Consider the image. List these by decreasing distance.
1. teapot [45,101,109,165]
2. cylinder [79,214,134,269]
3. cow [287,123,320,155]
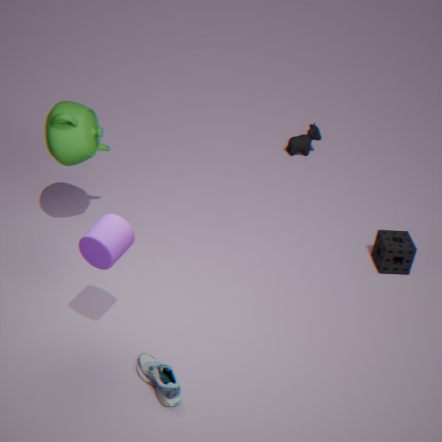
cow [287,123,320,155]
teapot [45,101,109,165]
cylinder [79,214,134,269]
